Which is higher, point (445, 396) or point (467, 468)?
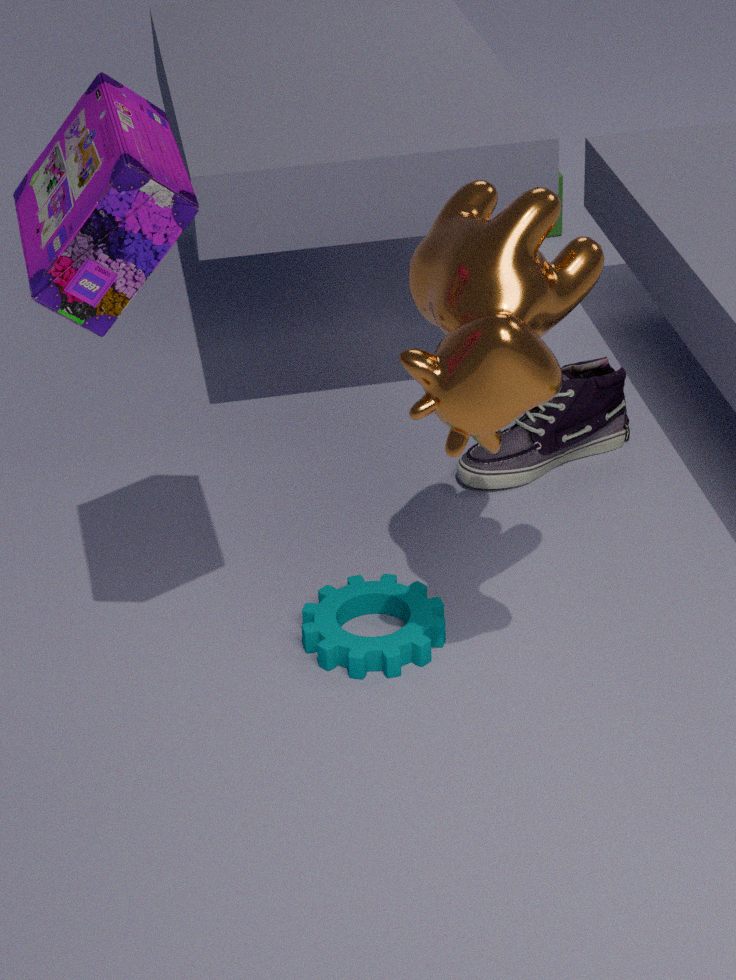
point (445, 396)
